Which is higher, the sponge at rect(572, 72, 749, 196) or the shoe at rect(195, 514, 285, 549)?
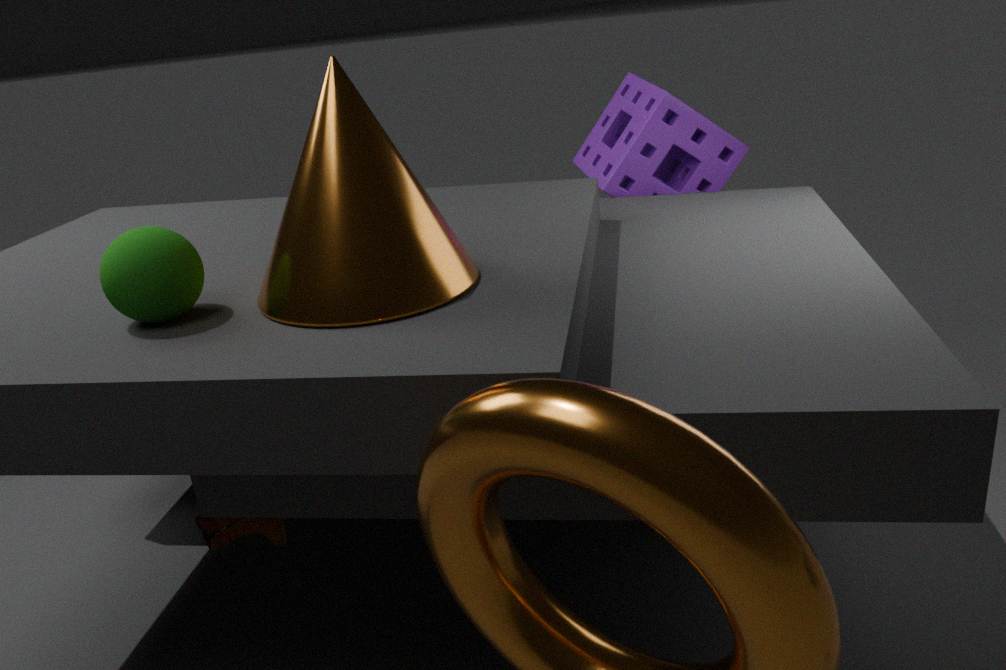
the sponge at rect(572, 72, 749, 196)
